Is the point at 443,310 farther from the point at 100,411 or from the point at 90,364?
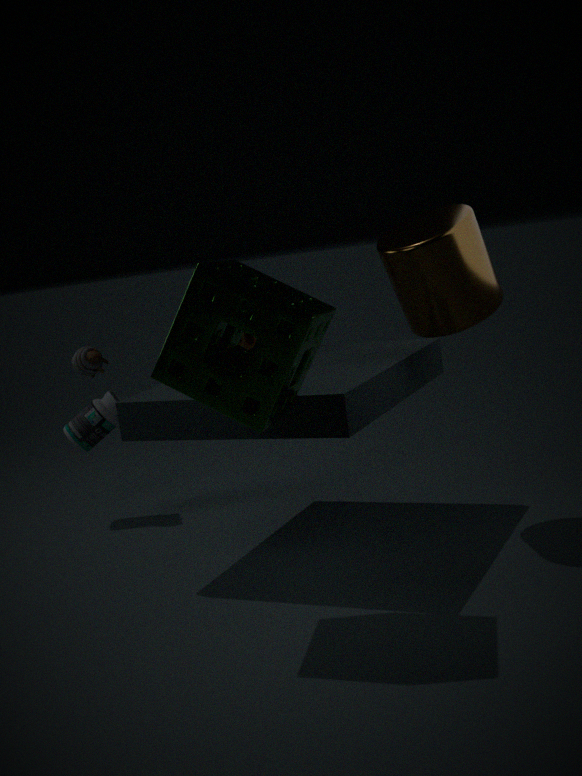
the point at 100,411
